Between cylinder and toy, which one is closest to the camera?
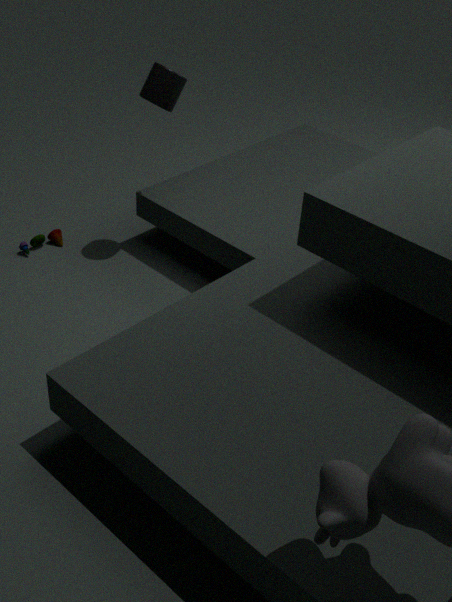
cylinder
